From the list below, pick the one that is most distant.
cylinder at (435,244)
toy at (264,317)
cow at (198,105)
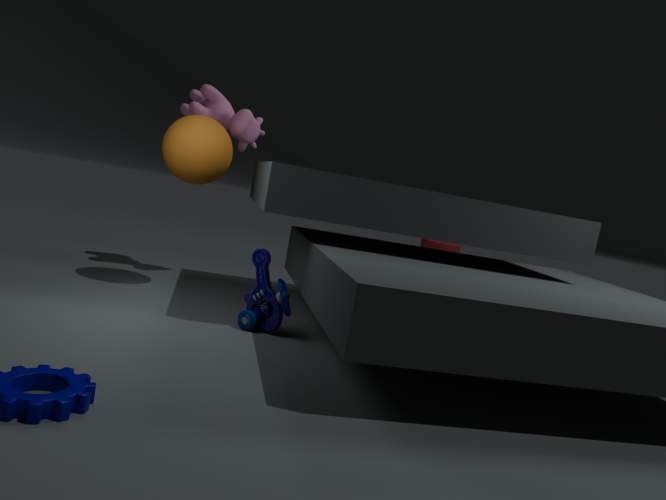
cylinder at (435,244)
